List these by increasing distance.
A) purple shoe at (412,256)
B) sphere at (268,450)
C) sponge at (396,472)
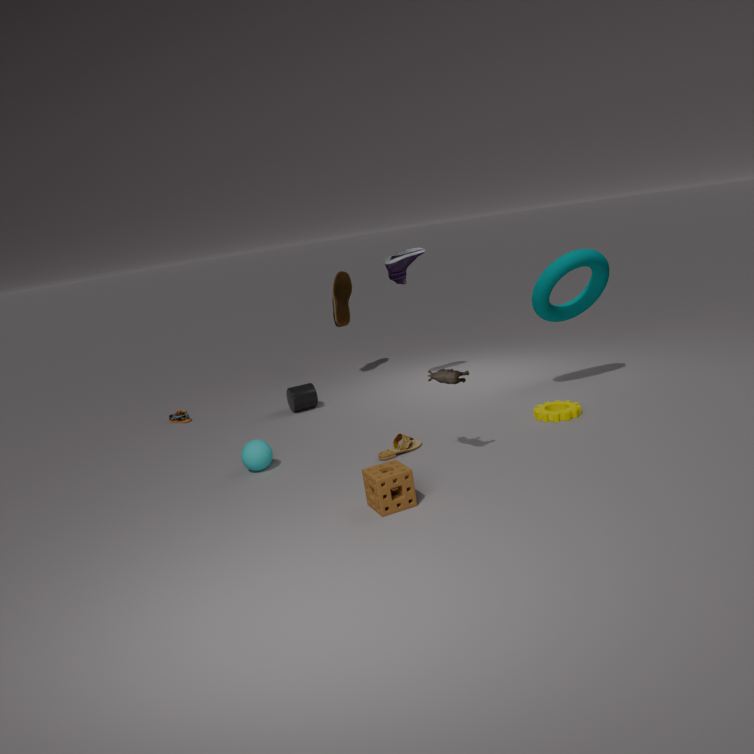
C. sponge at (396,472) → B. sphere at (268,450) → A. purple shoe at (412,256)
